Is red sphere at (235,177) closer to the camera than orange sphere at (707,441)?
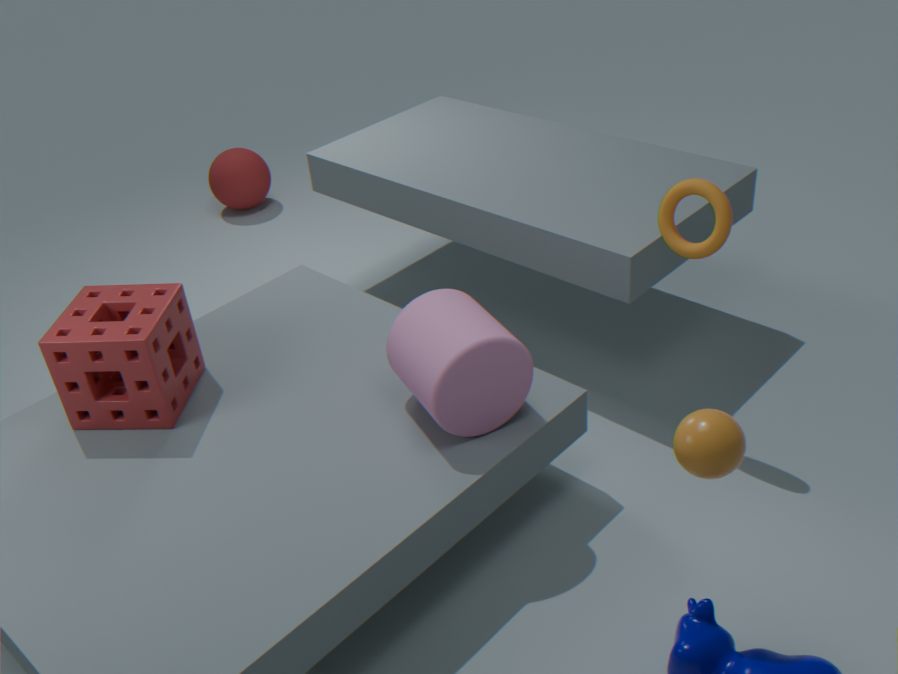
No
